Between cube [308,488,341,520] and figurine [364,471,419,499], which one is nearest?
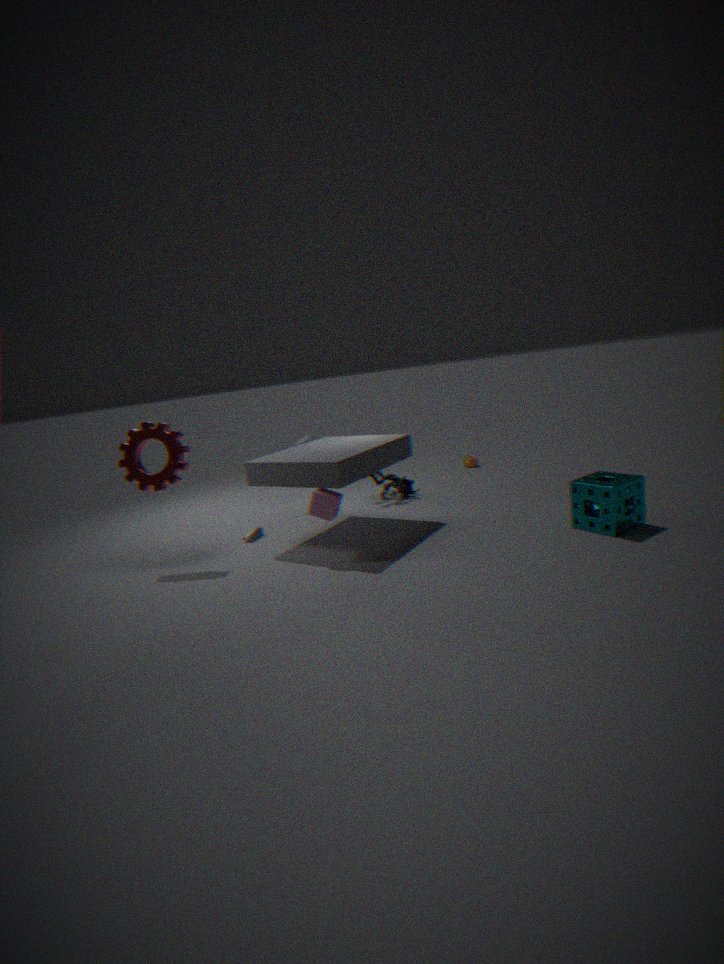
cube [308,488,341,520]
